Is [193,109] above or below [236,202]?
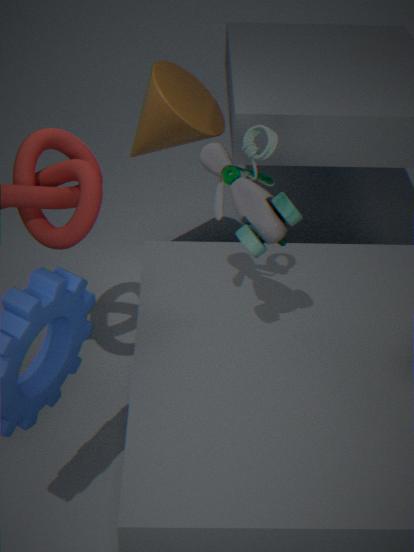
below
